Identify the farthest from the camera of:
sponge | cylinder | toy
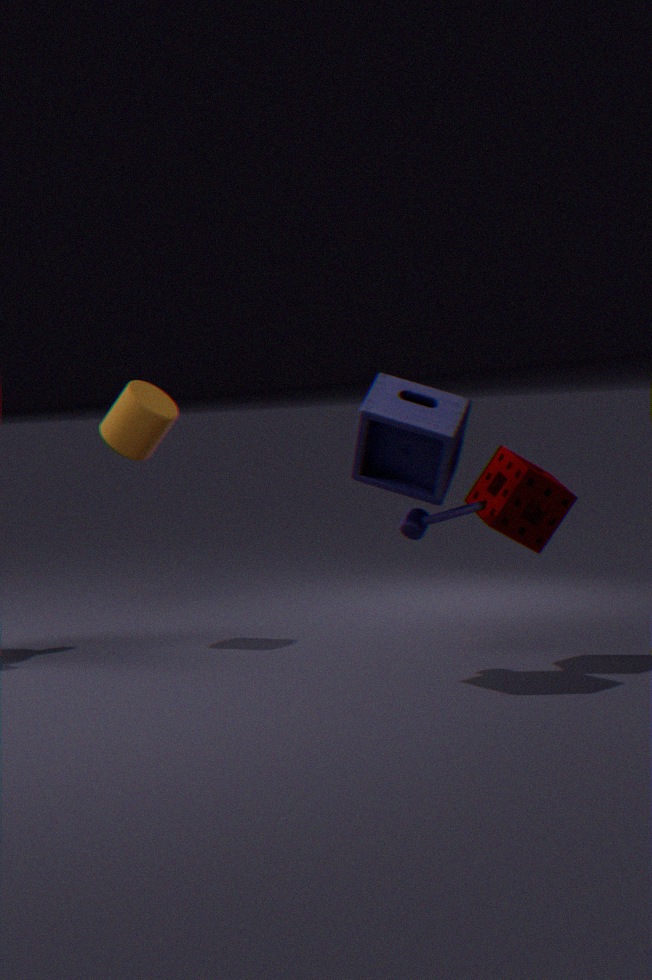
cylinder
